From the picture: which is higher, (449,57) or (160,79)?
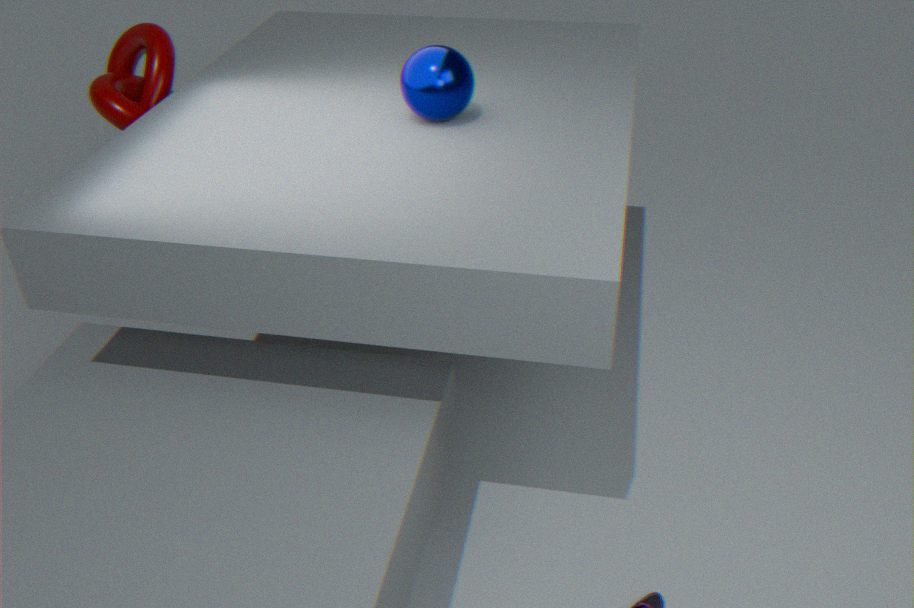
(449,57)
